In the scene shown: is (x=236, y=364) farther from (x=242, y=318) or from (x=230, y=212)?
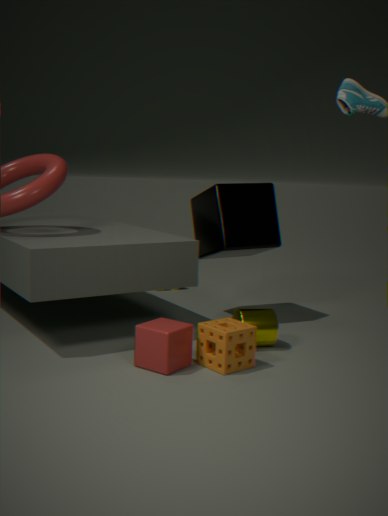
(x=230, y=212)
